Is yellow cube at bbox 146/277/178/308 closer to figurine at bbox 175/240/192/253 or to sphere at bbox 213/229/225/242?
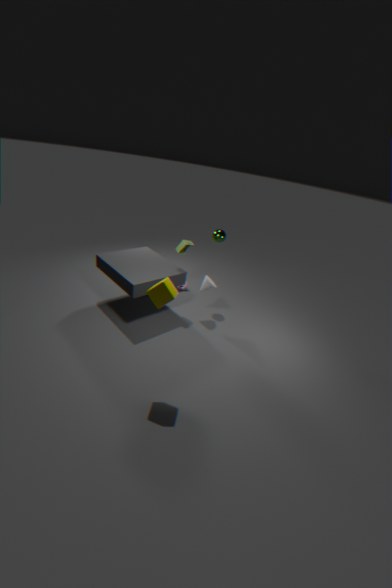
figurine at bbox 175/240/192/253
